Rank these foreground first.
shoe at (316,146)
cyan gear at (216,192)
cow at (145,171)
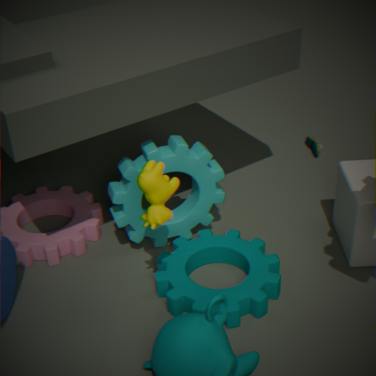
cow at (145,171) → cyan gear at (216,192) → shoe at (316,146)
